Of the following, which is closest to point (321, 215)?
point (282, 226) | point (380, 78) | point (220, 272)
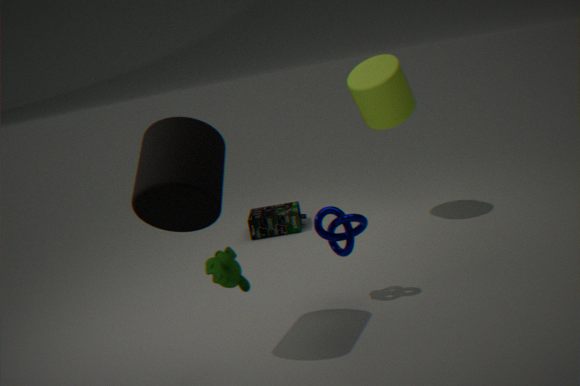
point (220, 272)
